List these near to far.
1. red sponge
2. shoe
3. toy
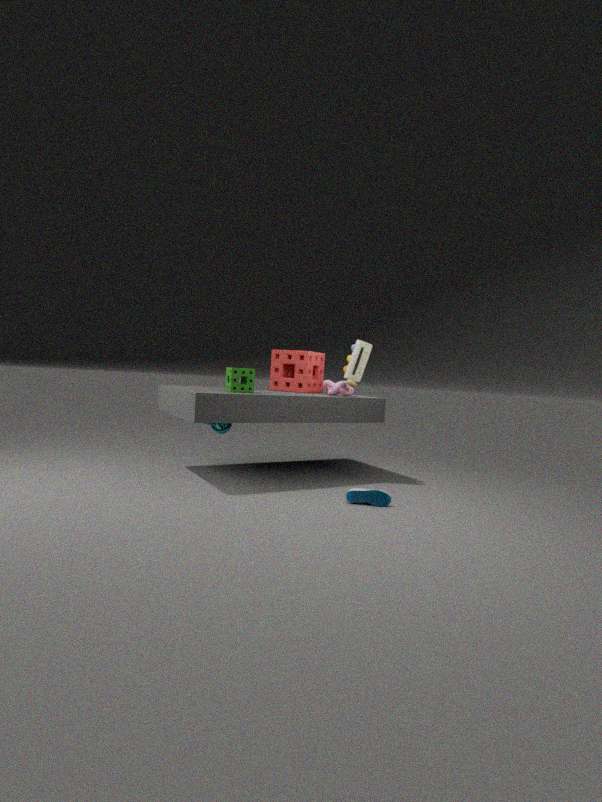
1. shoe
2. toy
3. red sponge
